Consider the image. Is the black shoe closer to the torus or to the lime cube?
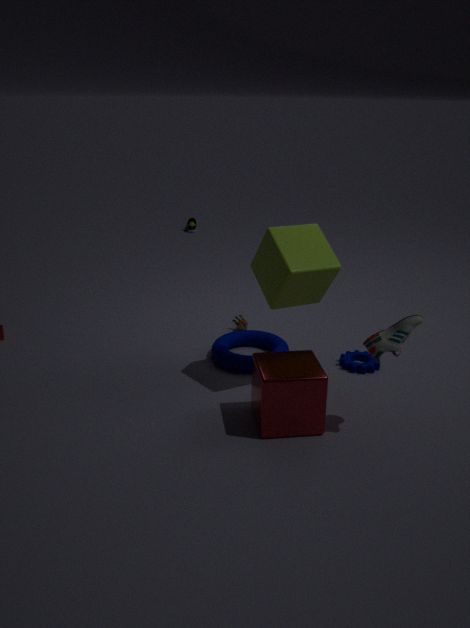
the lime cube
